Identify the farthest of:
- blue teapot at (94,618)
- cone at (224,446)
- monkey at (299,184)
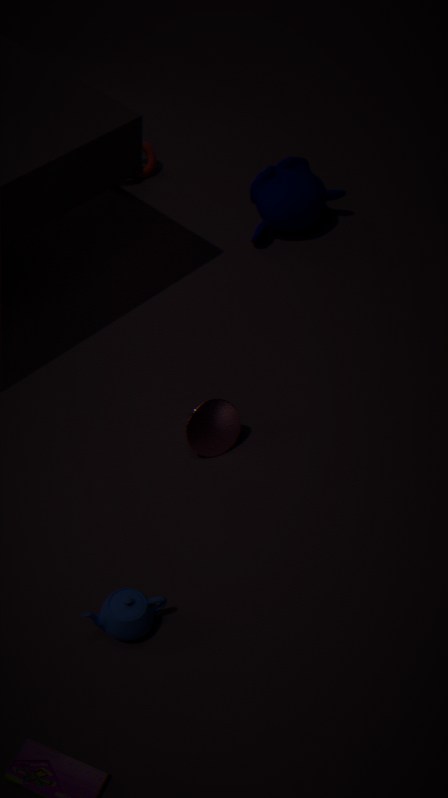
monkey at (299,184)
